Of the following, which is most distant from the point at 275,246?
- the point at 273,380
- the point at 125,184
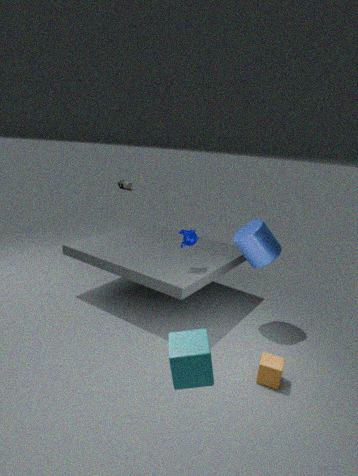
the point at 125,184
